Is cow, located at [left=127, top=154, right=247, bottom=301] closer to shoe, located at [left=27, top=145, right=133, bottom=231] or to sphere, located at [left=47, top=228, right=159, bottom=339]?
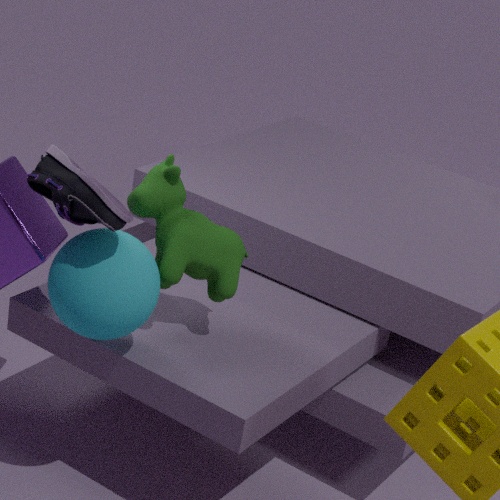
sphere, located at [left=47, top=228, right=159, bottom=339]
